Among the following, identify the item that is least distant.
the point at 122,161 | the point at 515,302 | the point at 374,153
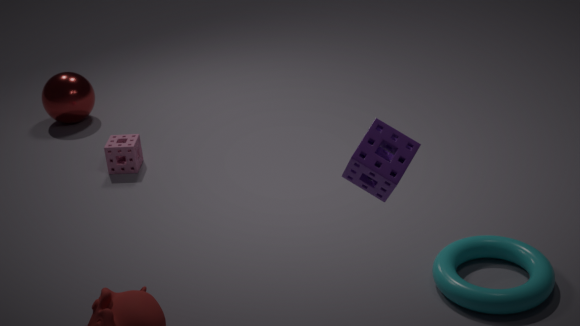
the point at 374,153
